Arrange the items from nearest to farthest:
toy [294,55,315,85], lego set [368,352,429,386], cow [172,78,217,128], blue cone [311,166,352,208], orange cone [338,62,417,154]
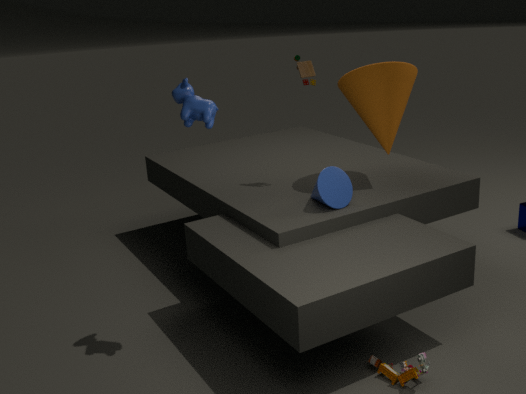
lego set [368,352,429,386] → cow [172,78,217,128] → blue cone [311,166,352,208] → orange cone [338,62,417,154] → toy [294,55,315,85]
